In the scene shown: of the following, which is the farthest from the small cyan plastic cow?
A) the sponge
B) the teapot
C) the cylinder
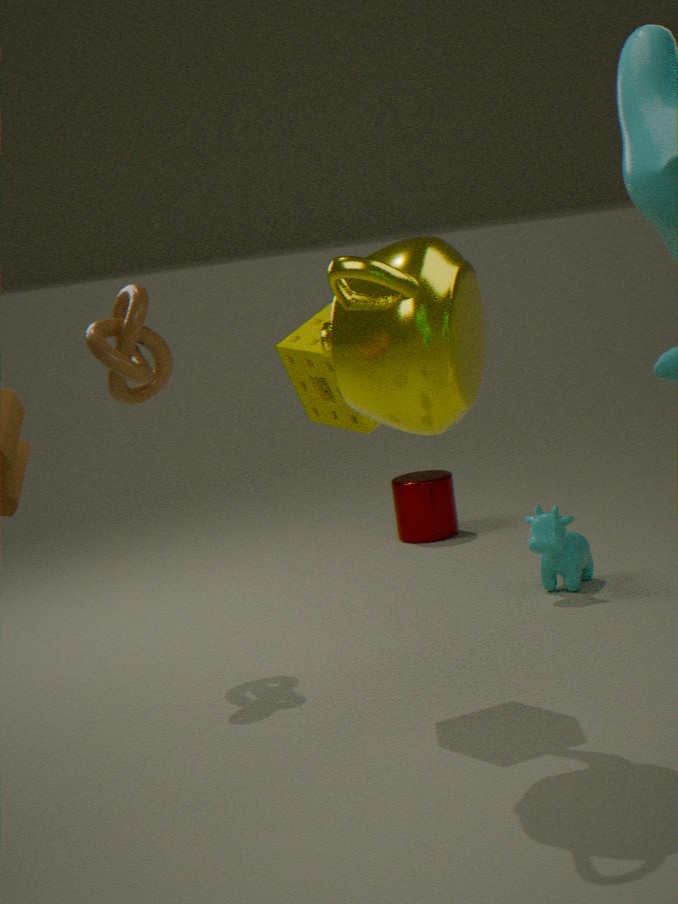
the teapot
